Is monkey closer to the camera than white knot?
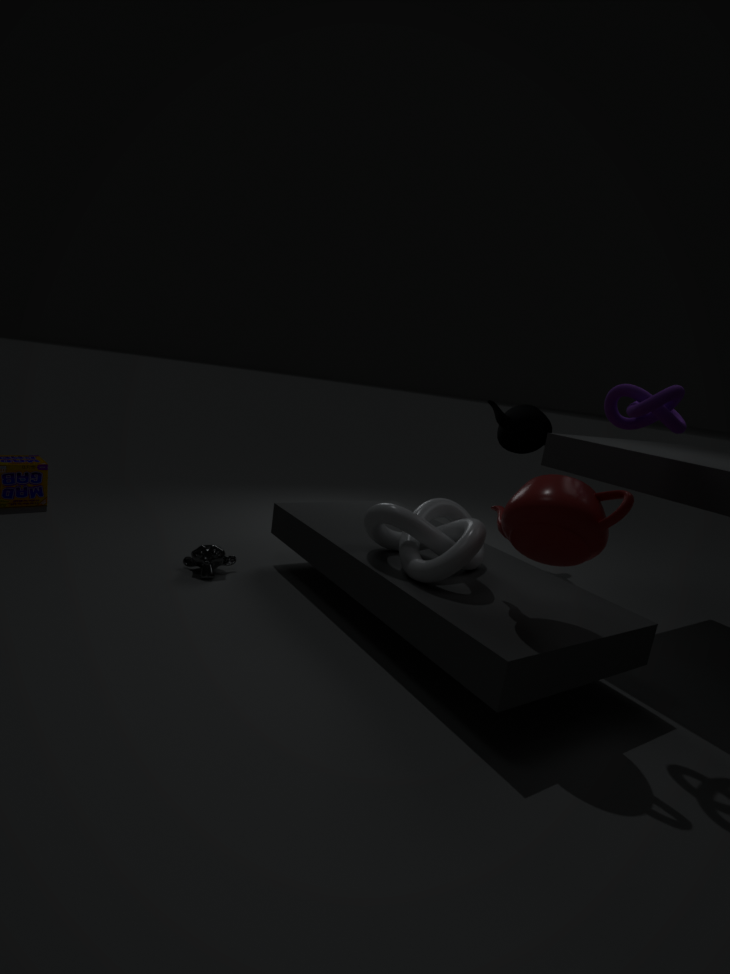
No
